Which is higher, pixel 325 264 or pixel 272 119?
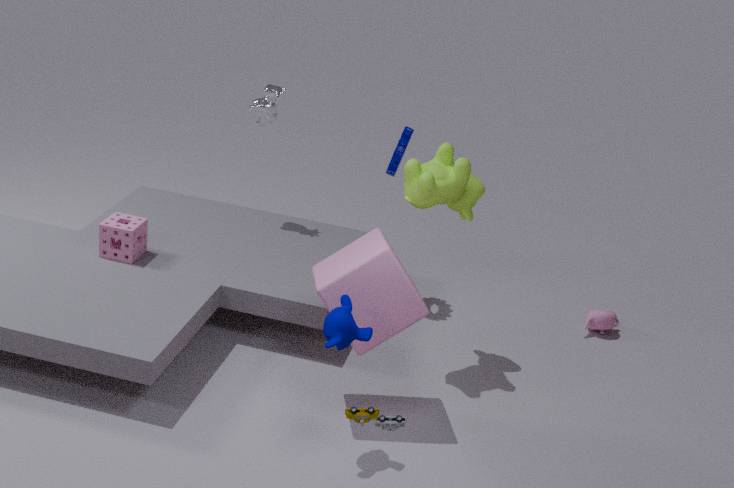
pixel 272 119
